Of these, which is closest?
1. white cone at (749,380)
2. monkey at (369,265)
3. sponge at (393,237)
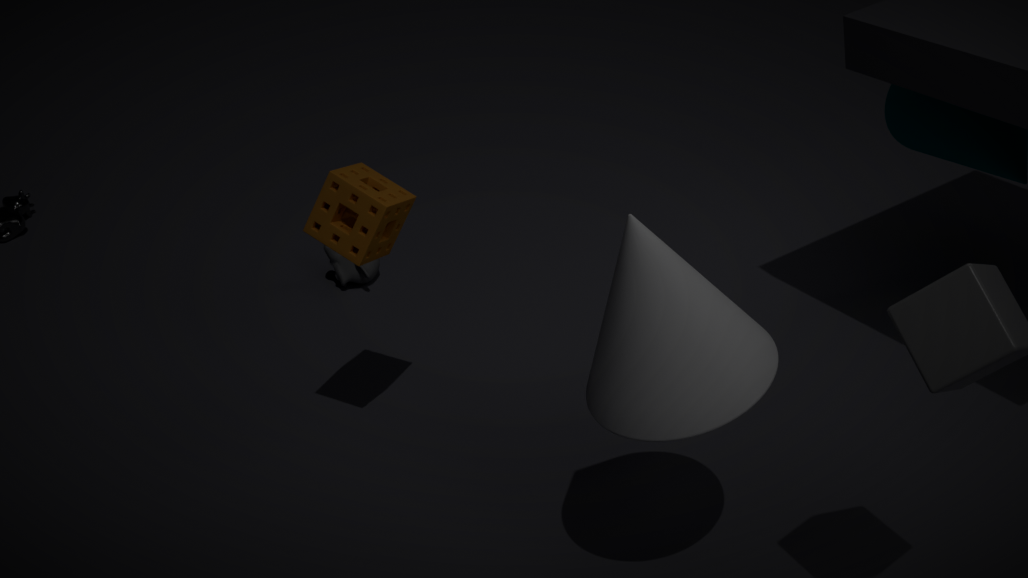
white cone at (749,380)
